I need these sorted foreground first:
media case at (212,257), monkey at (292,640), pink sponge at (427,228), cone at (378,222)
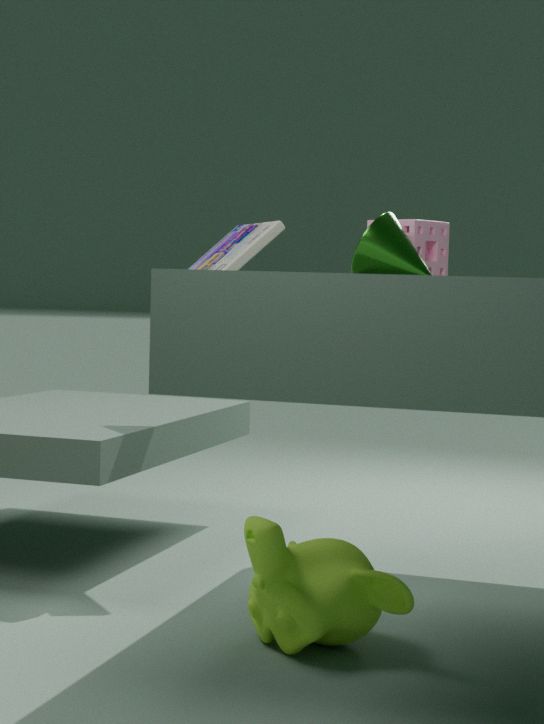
1. monkey at (292,640)
2. cone at (378,222)
3. media case at (212,257)
4. pink sponge at (427,228)
